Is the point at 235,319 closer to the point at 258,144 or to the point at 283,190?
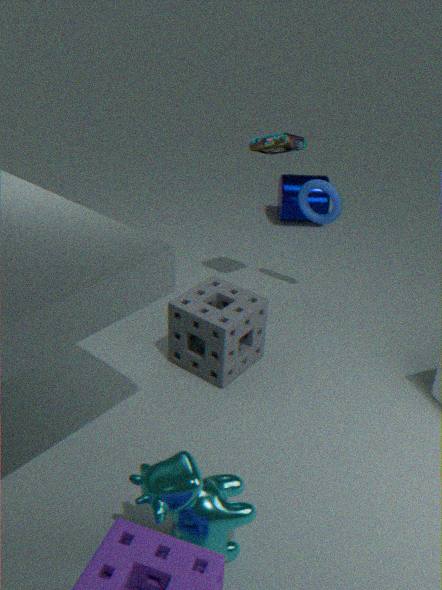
the point at 258,144
